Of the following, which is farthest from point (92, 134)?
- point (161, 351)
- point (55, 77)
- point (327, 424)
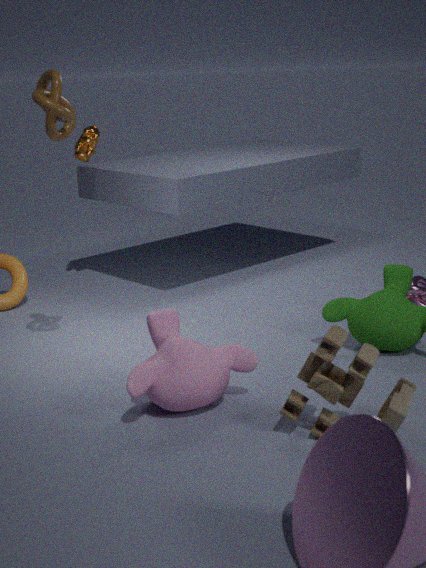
point (327, 424)
